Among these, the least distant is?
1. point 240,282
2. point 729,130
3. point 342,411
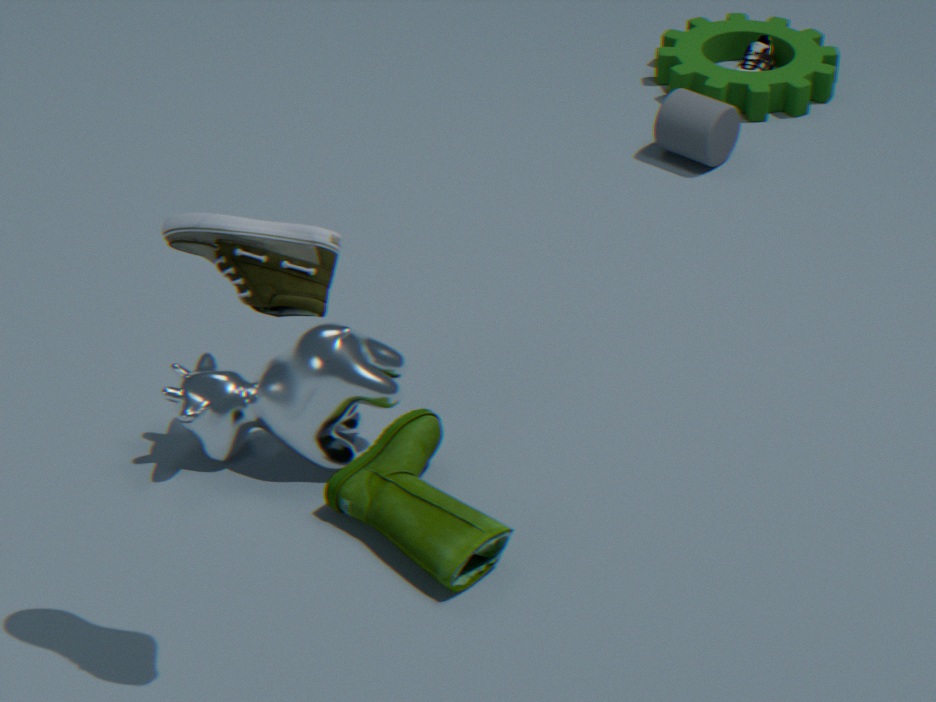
point 240,282
